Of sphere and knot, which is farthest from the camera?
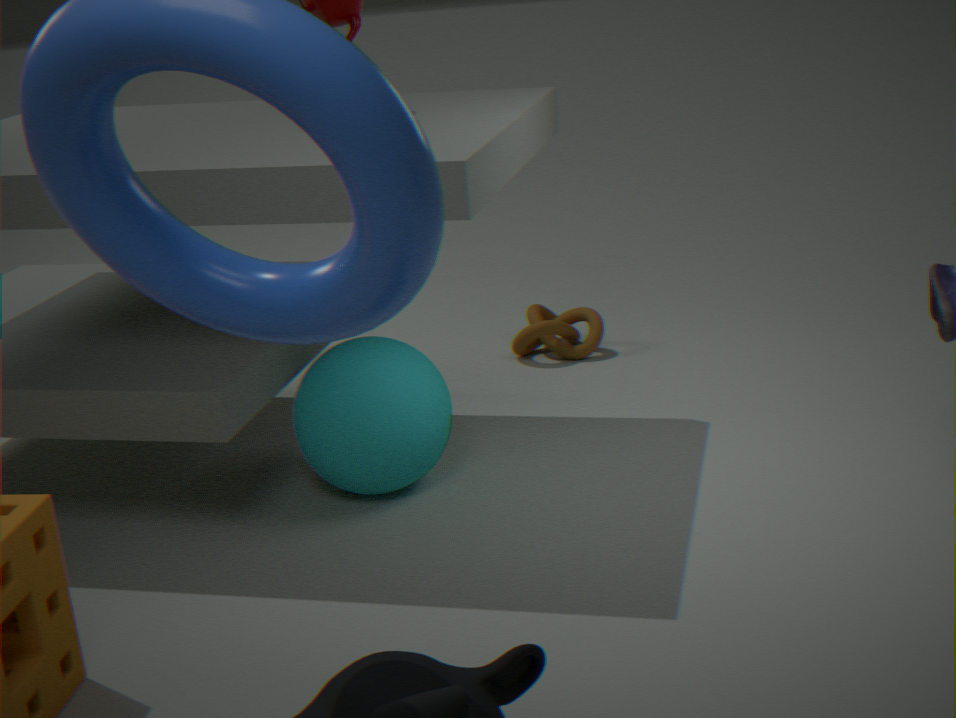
knot
